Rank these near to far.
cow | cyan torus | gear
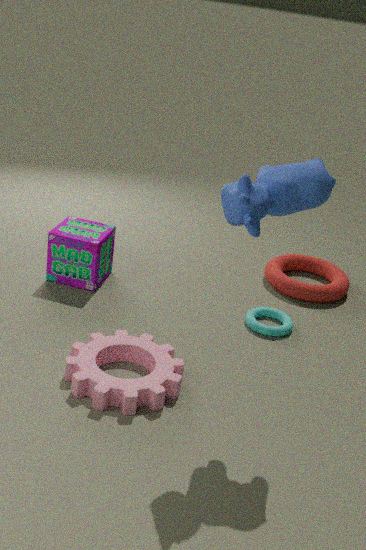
cow
gear
cyan torus
